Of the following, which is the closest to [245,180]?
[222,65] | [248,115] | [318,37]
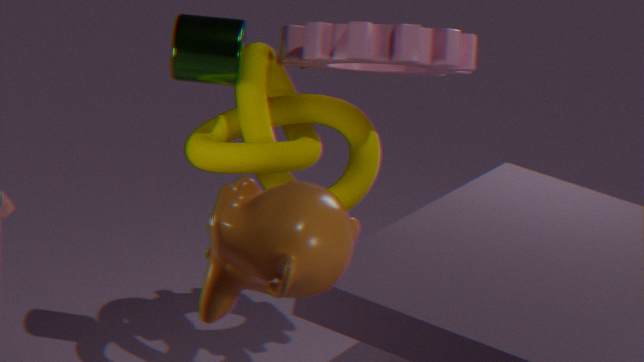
[222,65]
